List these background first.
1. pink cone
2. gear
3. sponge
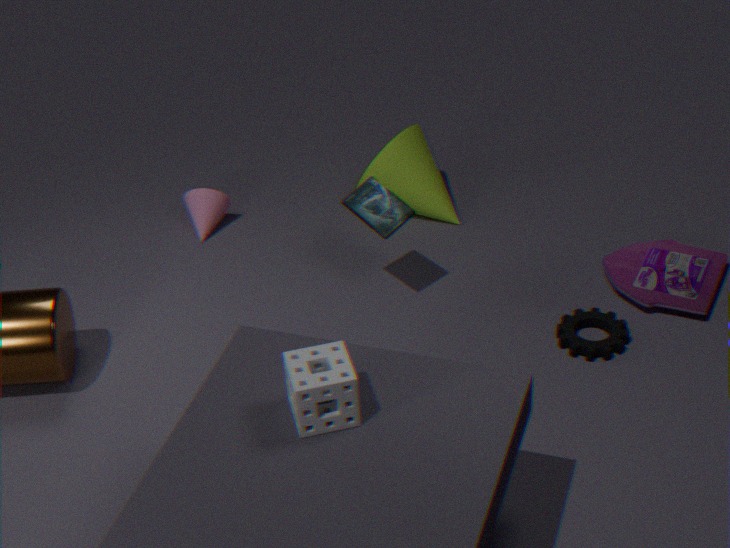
pink cone, gear, sponge
